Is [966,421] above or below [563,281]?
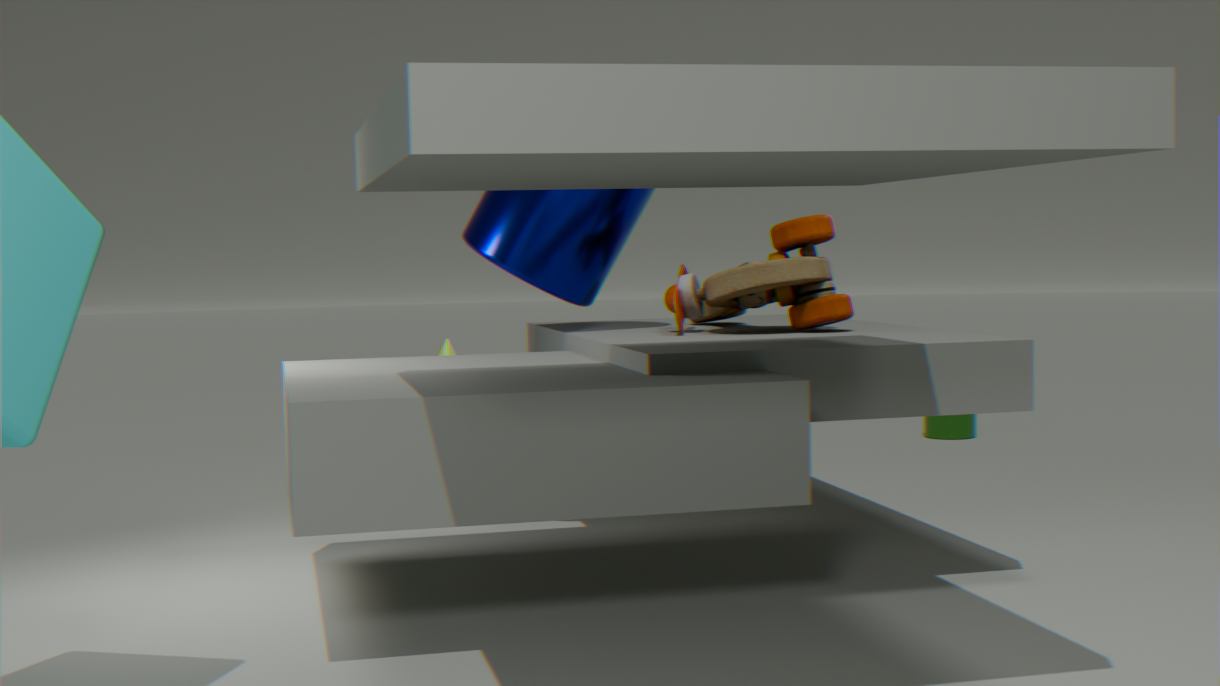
below
